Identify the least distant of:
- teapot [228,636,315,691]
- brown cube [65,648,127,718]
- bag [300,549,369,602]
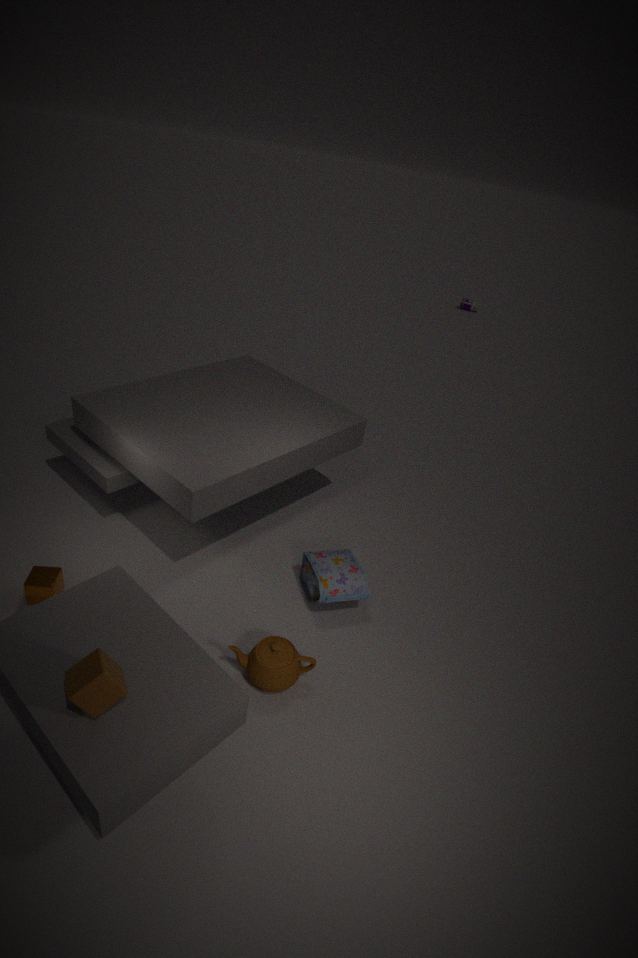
brown cube [65,648,127,718]
